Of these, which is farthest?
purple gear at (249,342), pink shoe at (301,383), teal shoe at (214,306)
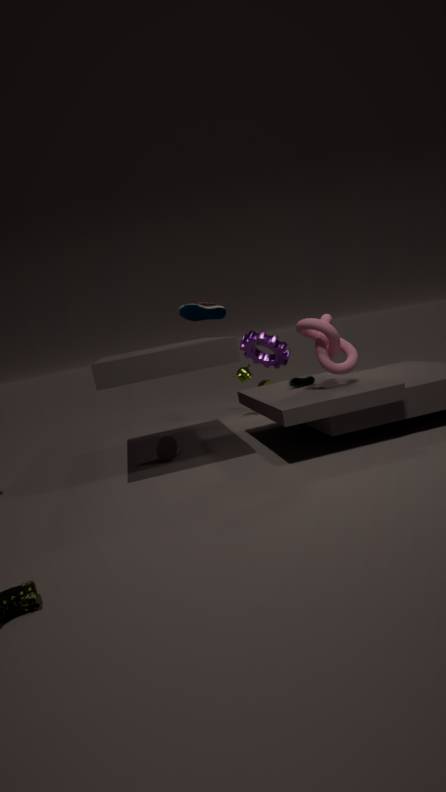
purple gear at (249,342)
